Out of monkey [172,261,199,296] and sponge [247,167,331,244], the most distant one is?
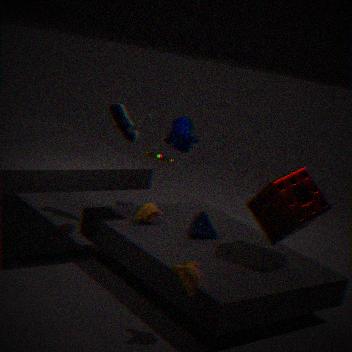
sponge [247,167,331,244]
